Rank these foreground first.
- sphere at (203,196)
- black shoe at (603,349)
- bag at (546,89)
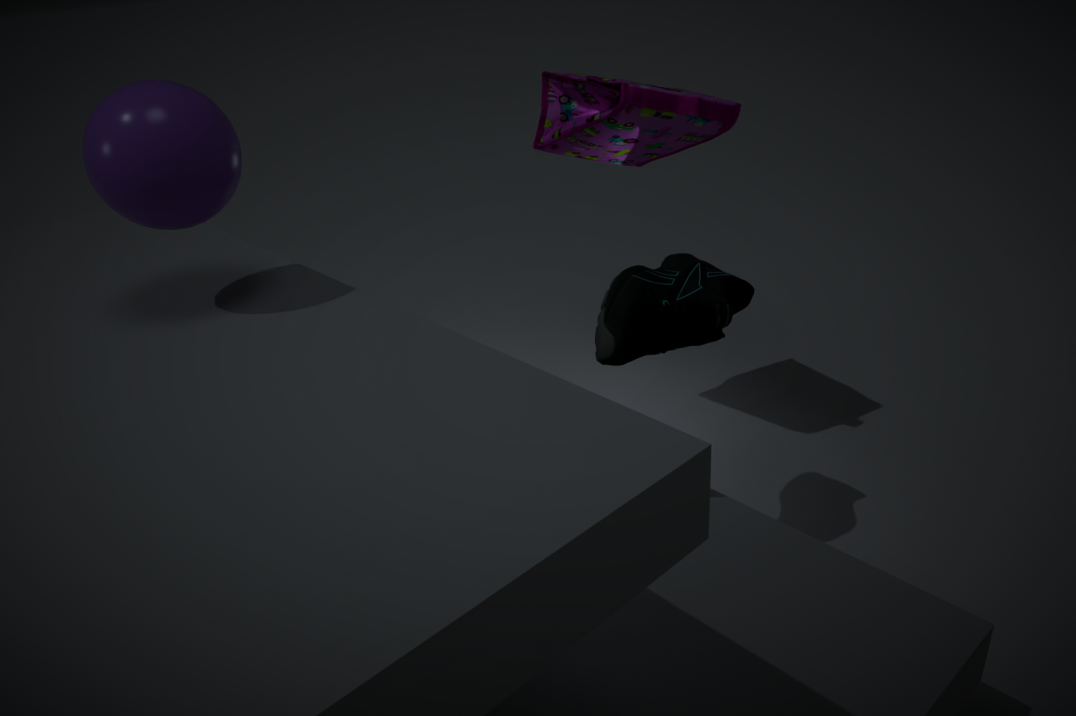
sphere at (203,196) < black shoe at (603,349) < bag at (546,89)
